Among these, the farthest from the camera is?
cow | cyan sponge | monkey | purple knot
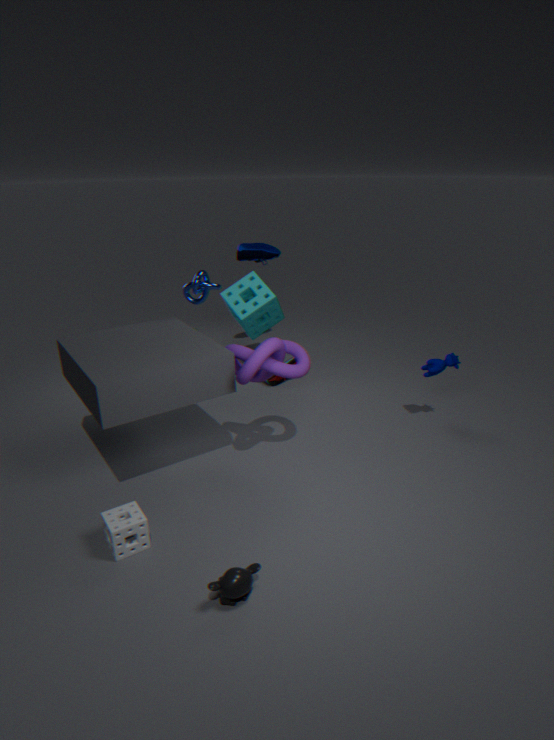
cyan sponge
